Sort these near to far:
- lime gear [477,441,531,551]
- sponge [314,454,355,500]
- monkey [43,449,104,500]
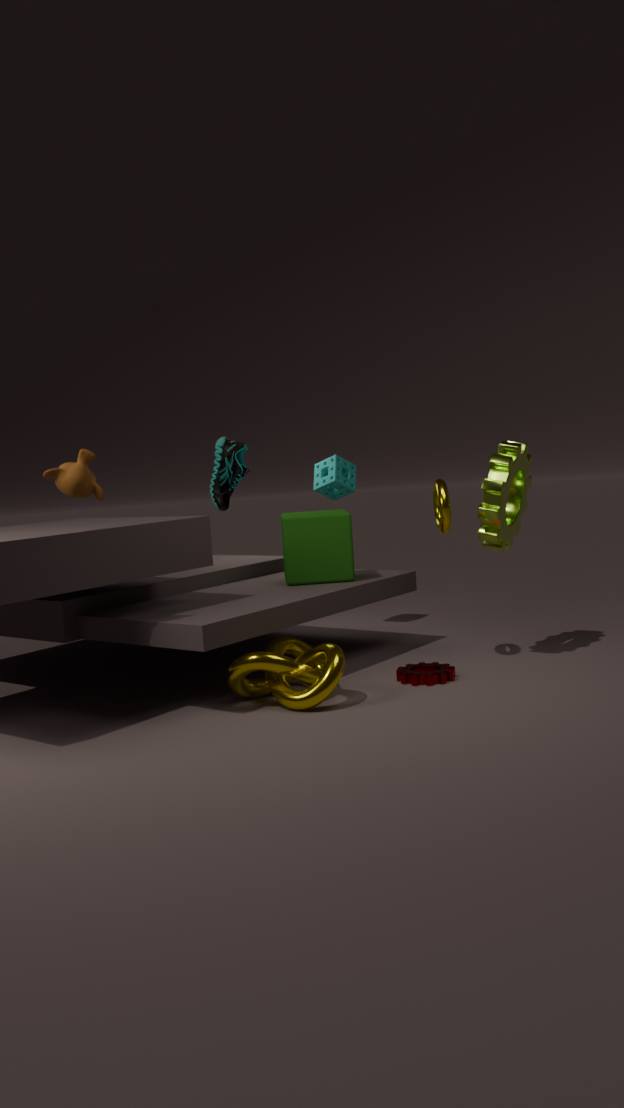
1. monkey [43,449,104,500]
2. lime gear [477,441,531,551]
3. sponge [314,454,355,500]
